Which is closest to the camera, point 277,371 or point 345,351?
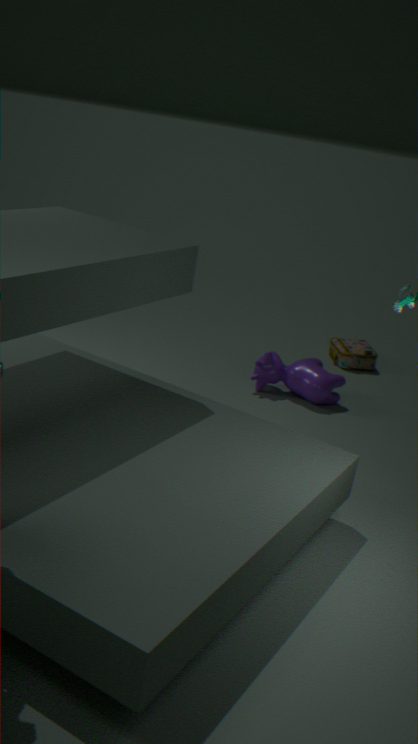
point 277,371
